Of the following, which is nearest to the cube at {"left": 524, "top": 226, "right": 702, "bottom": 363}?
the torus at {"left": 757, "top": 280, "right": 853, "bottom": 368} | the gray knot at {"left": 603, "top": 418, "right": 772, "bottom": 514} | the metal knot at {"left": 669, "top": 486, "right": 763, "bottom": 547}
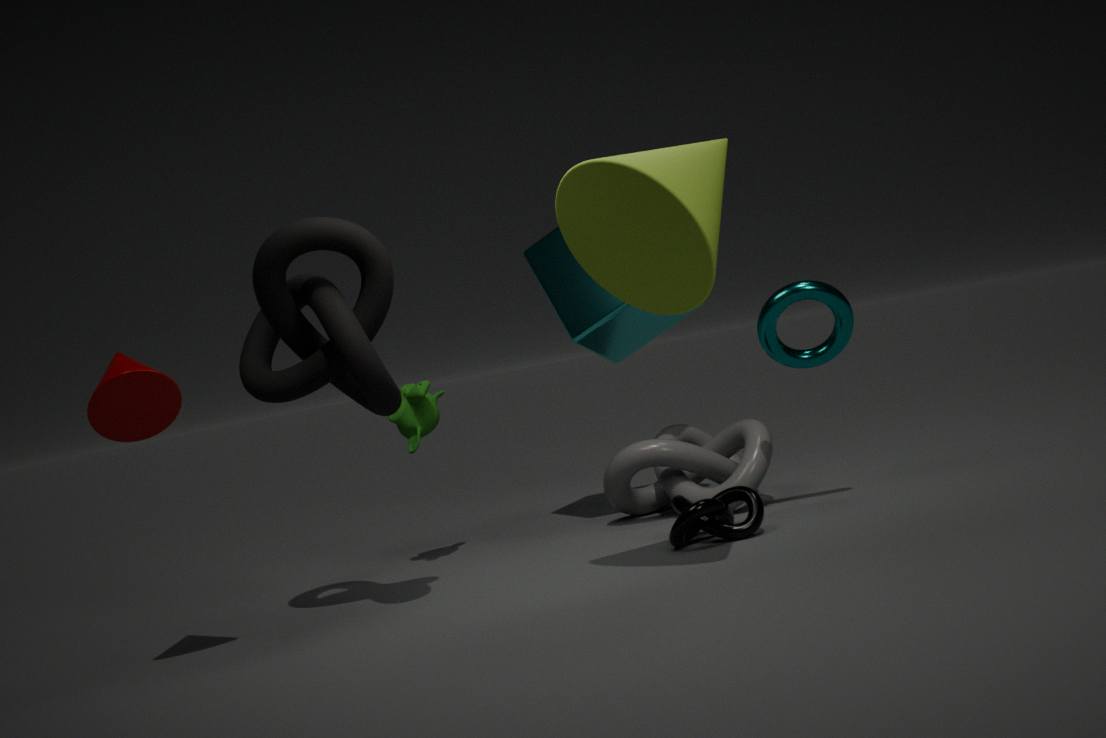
the gray knot at {"left": 603, "top": 418, "right": 772, "bottom": 514}
